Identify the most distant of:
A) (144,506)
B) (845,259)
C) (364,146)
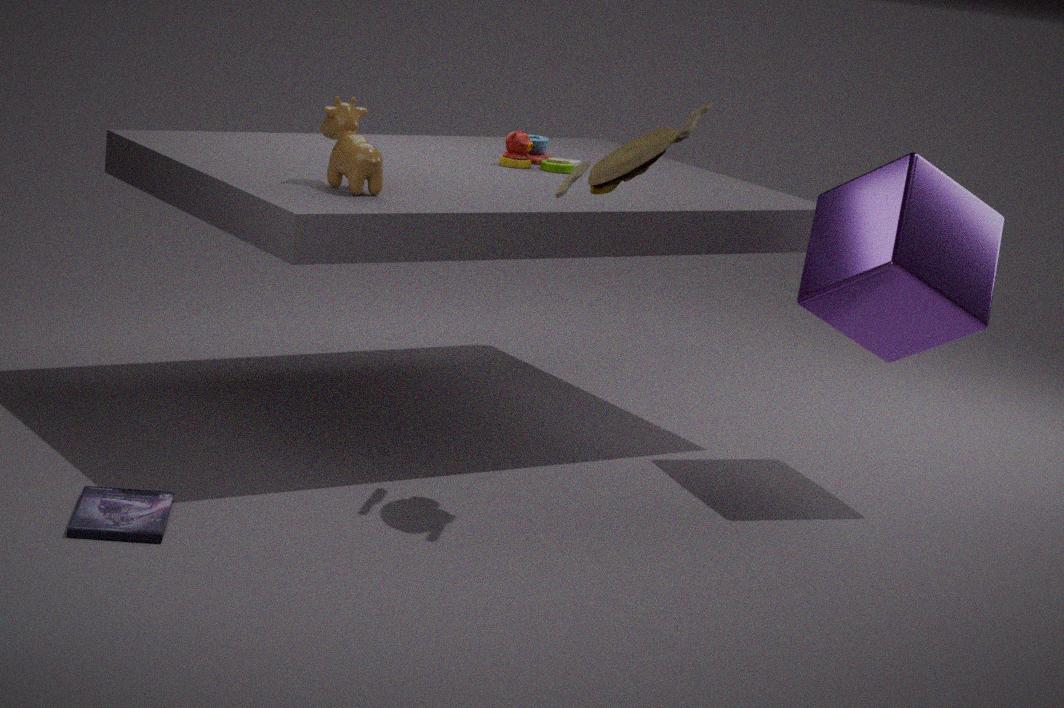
(845,259)
